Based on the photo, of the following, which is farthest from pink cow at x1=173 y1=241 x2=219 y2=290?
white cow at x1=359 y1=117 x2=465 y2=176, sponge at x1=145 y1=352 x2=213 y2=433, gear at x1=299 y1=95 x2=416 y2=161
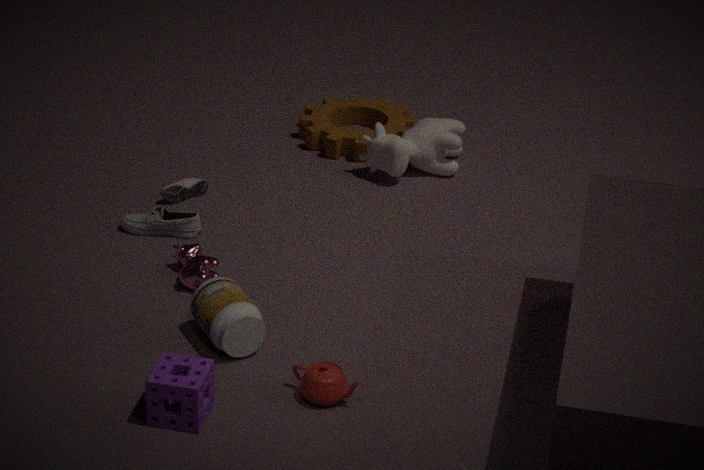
gear at x1=299 y1=95 x2=416 y2=161
